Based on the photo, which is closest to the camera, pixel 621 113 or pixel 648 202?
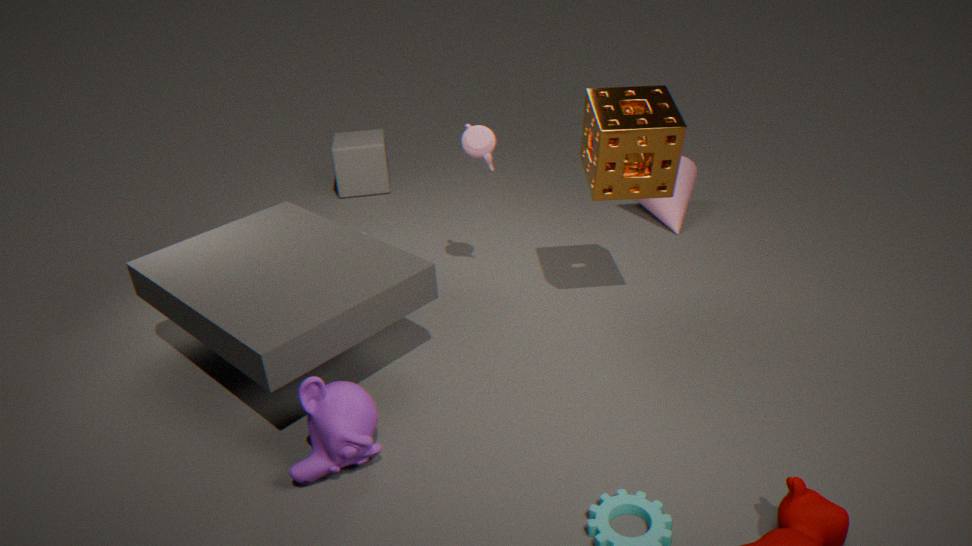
pixel 621 113
